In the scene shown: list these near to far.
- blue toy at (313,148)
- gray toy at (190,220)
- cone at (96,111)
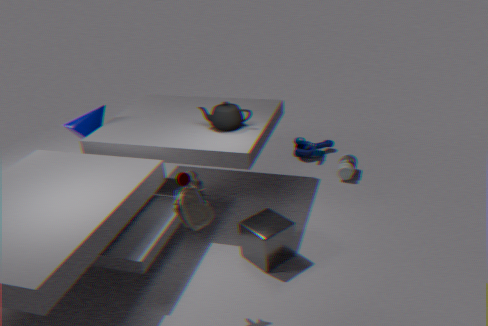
1. gray toy at (190,220)
2. cone at (96,111)
3. blue toy at (313,148)
